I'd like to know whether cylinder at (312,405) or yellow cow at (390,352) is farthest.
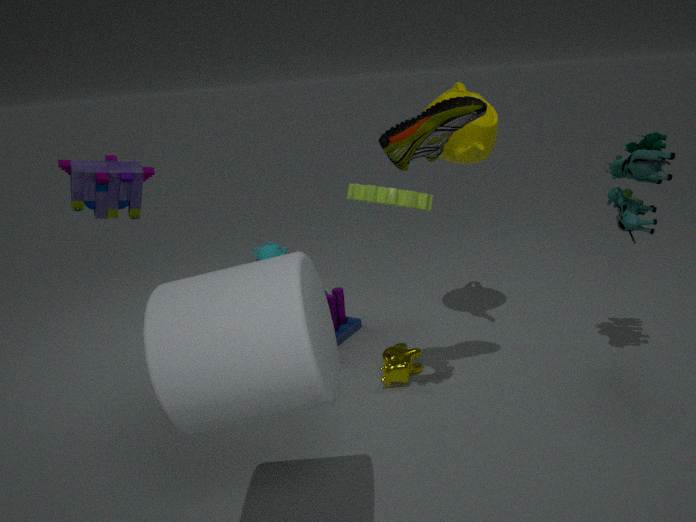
yellow cow at (390,352)
